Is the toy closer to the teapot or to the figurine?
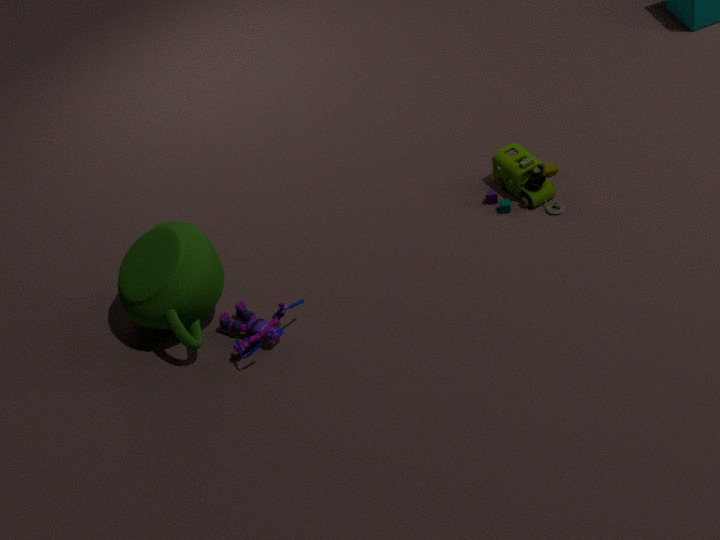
the figurine
